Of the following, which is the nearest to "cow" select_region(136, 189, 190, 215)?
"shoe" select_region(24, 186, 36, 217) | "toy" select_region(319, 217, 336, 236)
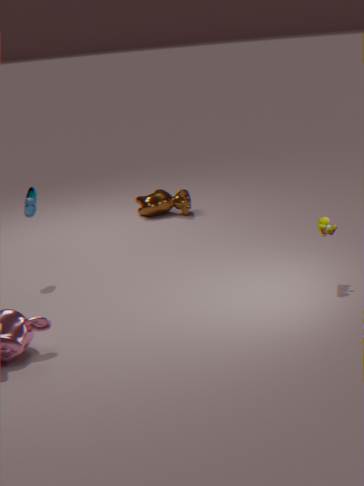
"shoe" select_region(24, 186, 36, 217)
